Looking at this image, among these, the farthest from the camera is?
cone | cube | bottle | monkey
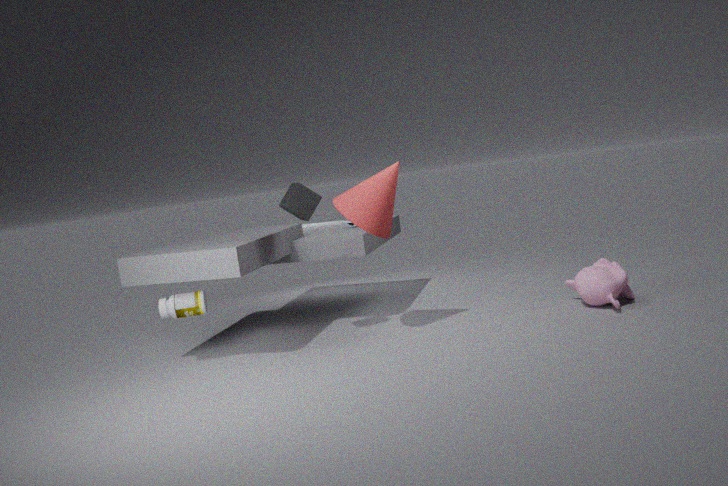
monkey
